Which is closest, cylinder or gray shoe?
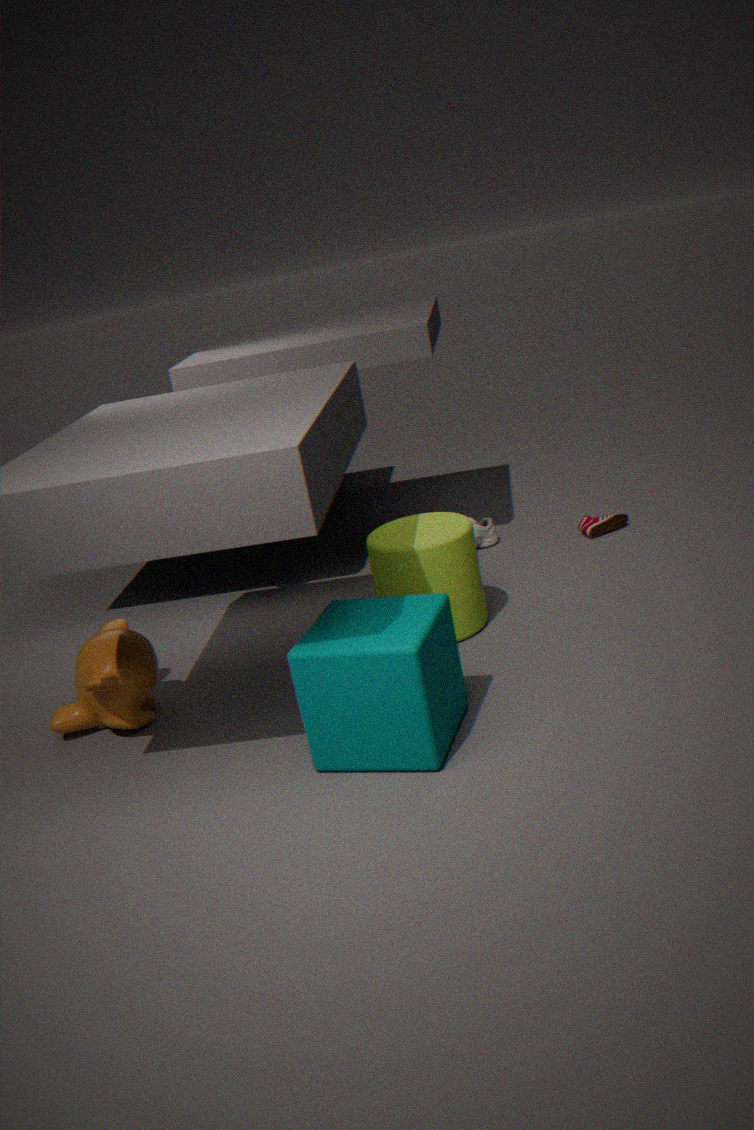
cylinder
